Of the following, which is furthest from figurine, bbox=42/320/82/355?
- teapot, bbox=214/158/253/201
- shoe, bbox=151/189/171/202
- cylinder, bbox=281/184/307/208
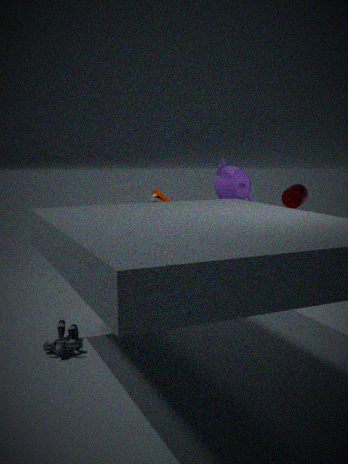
cylinder, bbox=281/184/307/208
